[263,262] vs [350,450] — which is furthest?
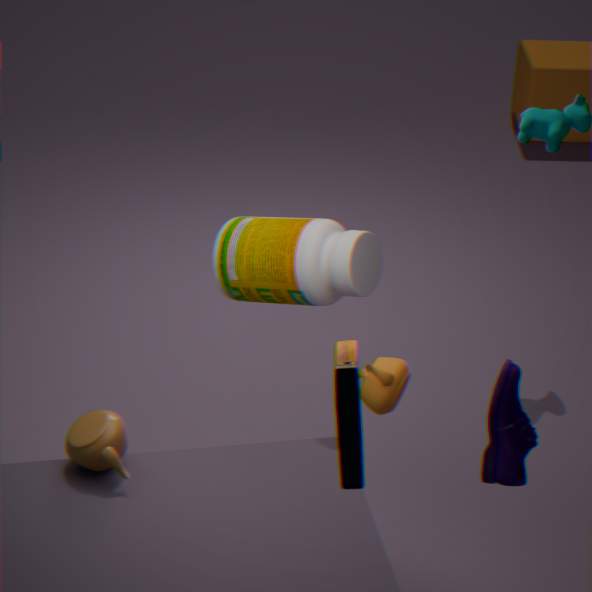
[263,262]
